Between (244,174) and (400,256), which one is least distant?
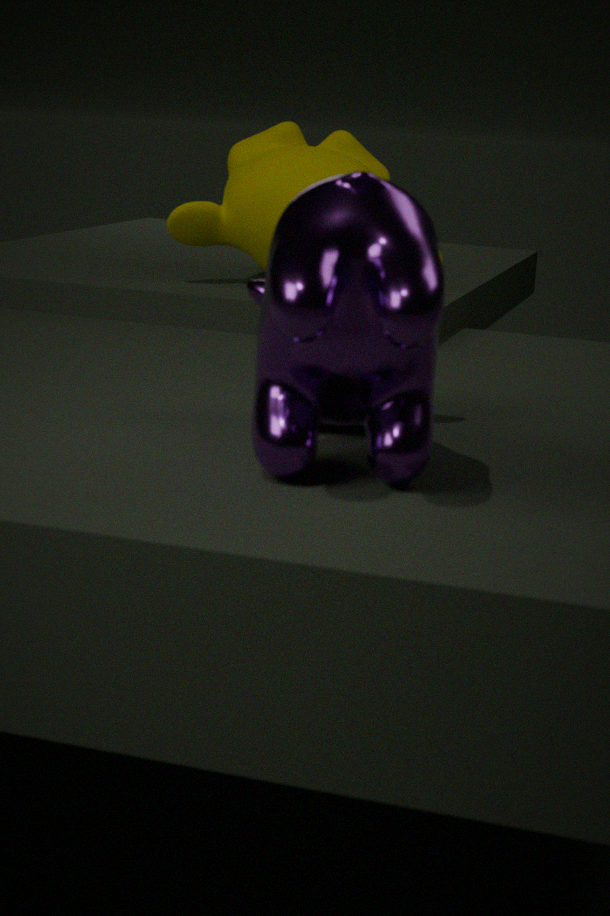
(400,256)
